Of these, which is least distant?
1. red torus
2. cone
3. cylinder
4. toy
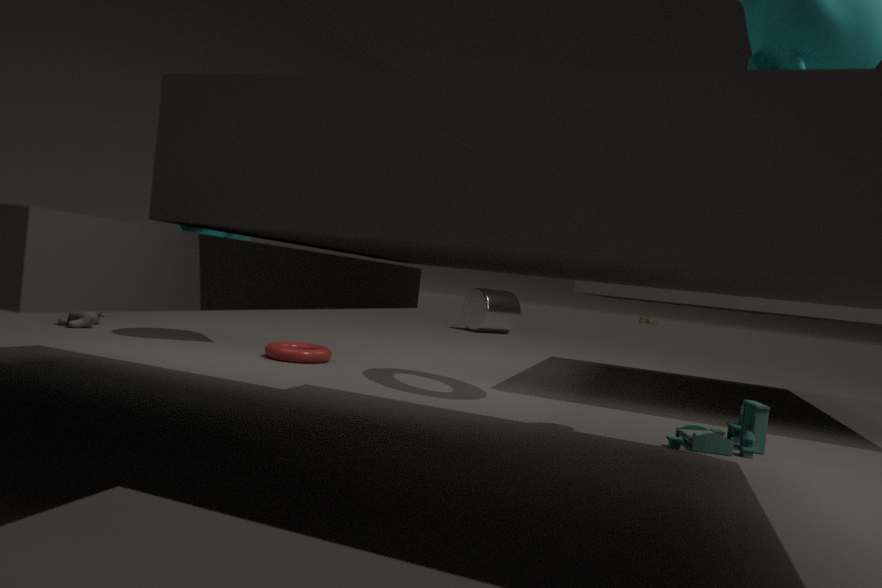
cone
